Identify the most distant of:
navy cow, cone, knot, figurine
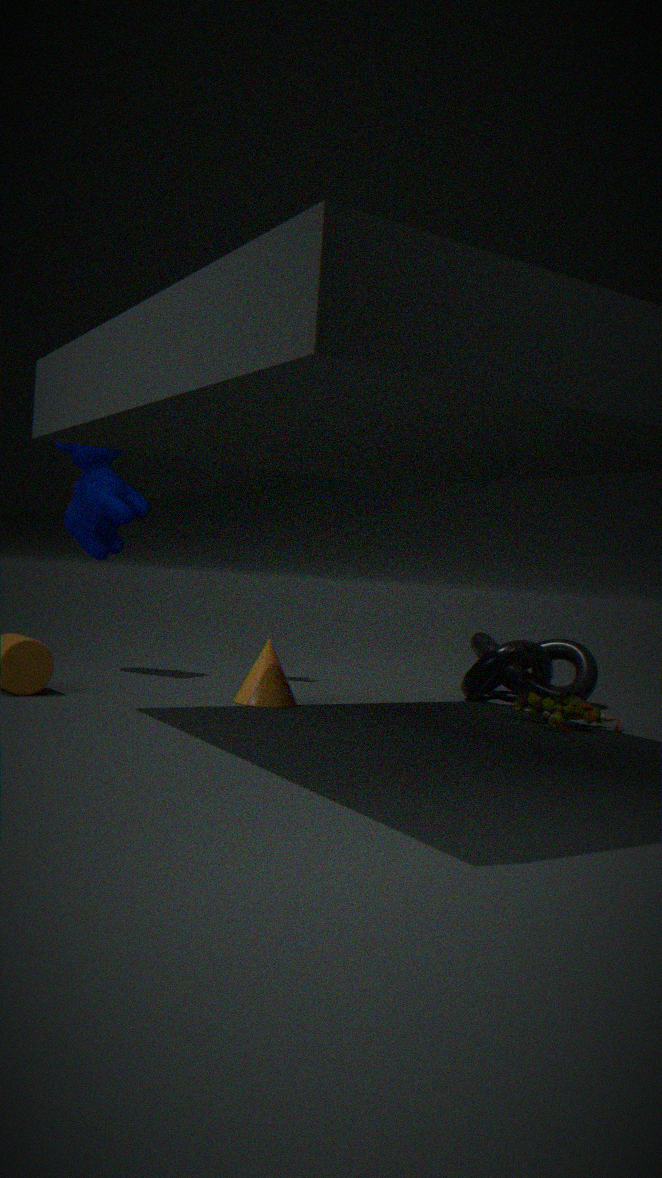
navy cow
